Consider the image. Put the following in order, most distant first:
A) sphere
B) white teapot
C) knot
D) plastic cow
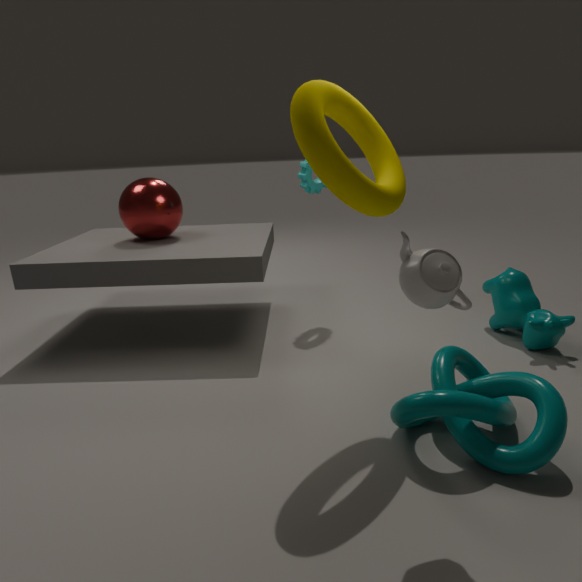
sphere, plastic cow, knot, white teapot
